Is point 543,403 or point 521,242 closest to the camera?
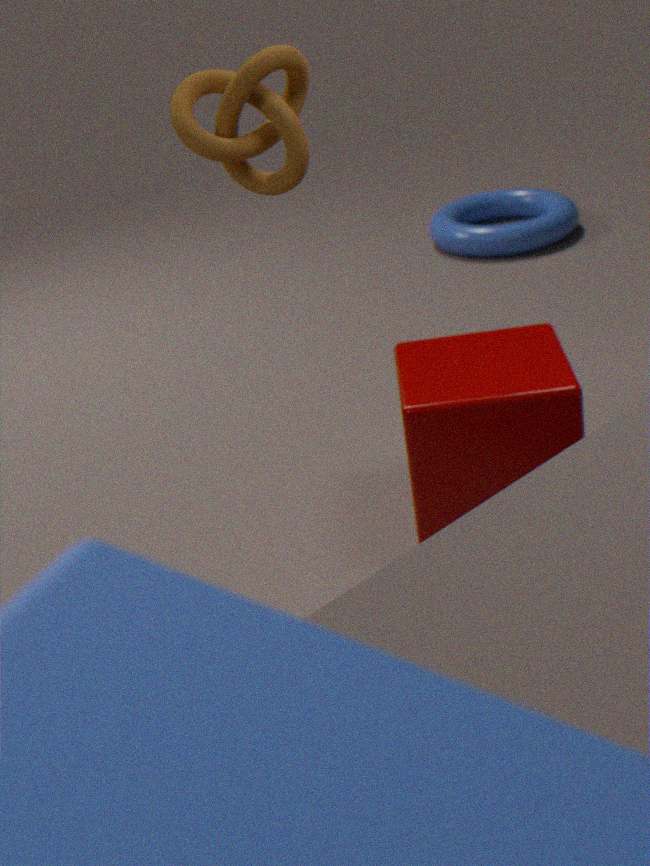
point 543,403
